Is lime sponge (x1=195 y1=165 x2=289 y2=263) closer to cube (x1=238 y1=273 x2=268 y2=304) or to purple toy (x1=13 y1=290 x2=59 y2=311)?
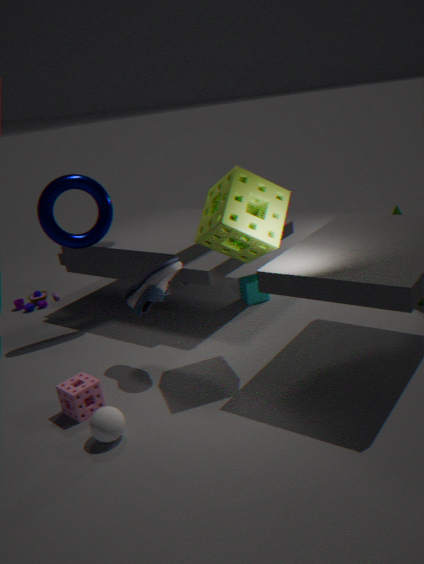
cube (x1=238 y1=273 x2=268 y2=304)
